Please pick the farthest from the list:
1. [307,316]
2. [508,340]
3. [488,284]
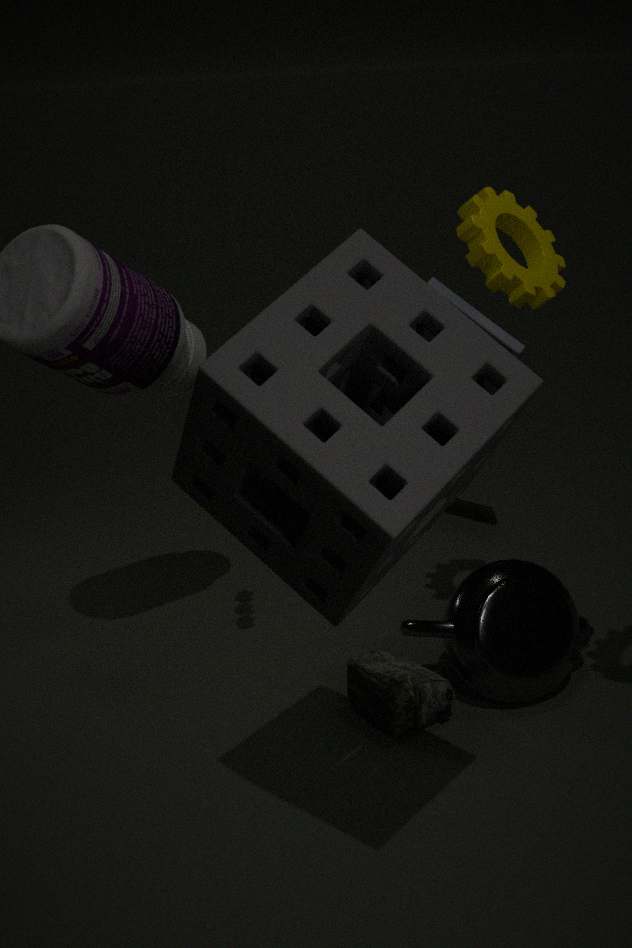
[508,340]
